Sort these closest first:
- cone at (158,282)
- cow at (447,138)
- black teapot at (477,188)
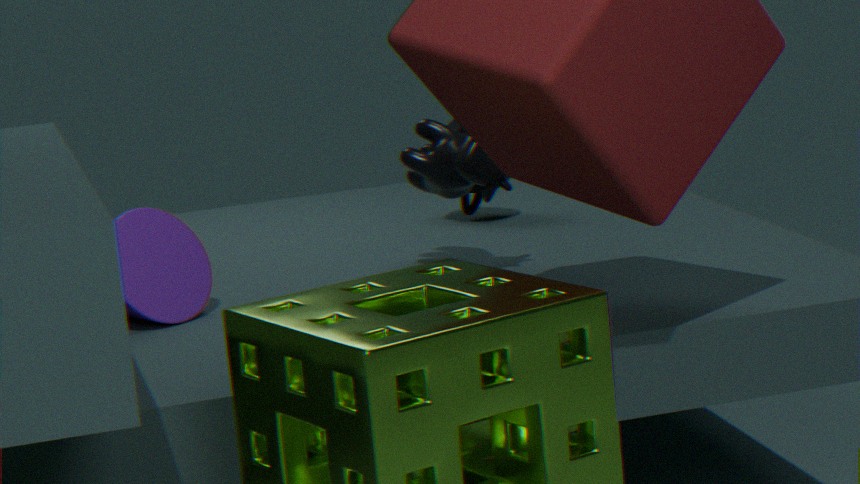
1. cone at (158,282)
2. cow at (447,138)
3. black teapot at (477,188)
